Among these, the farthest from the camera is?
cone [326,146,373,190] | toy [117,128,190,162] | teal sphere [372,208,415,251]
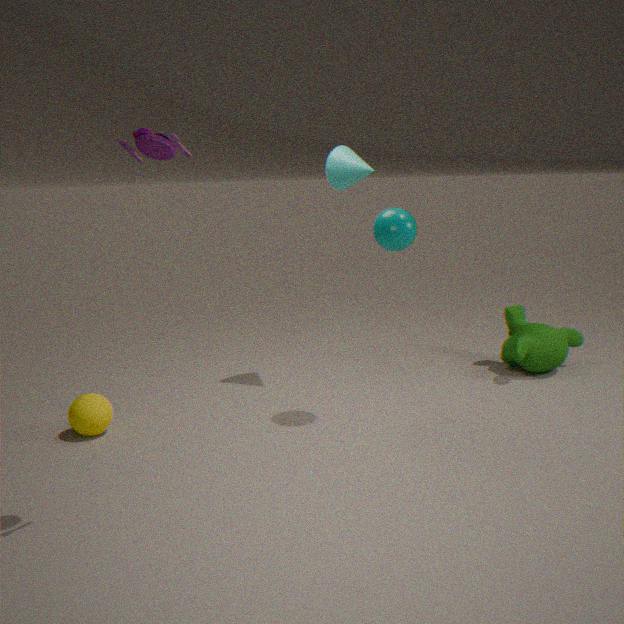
cone [326,146,373,190]
